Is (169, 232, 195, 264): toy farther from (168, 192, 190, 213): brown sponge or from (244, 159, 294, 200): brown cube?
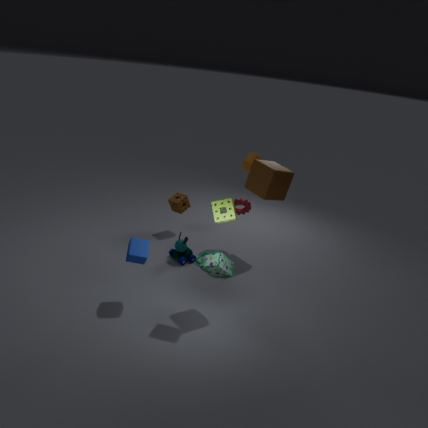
(244, 159, 294, 200): brown cube
